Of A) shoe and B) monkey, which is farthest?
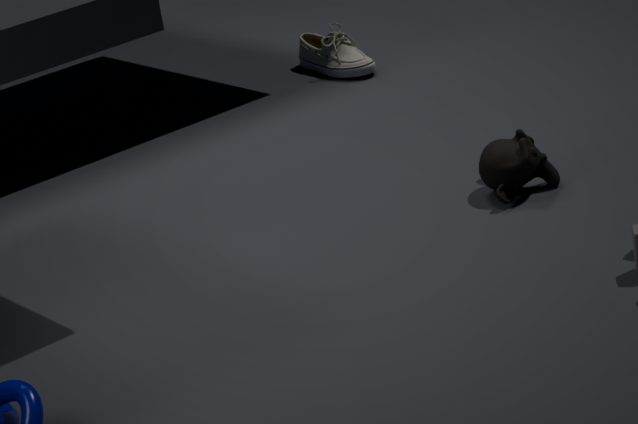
A. shoe
